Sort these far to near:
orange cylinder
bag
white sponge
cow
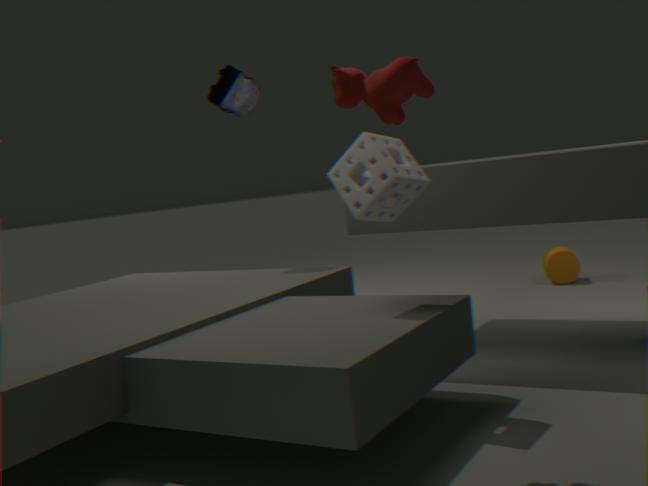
orange cylinder, bag, white sponge, cow
